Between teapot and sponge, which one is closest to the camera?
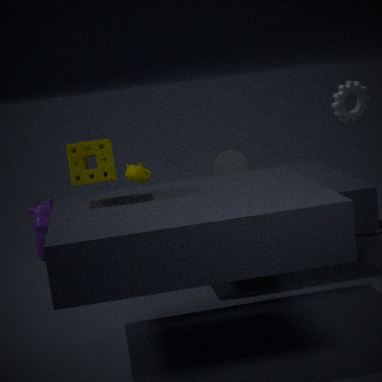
sponge
